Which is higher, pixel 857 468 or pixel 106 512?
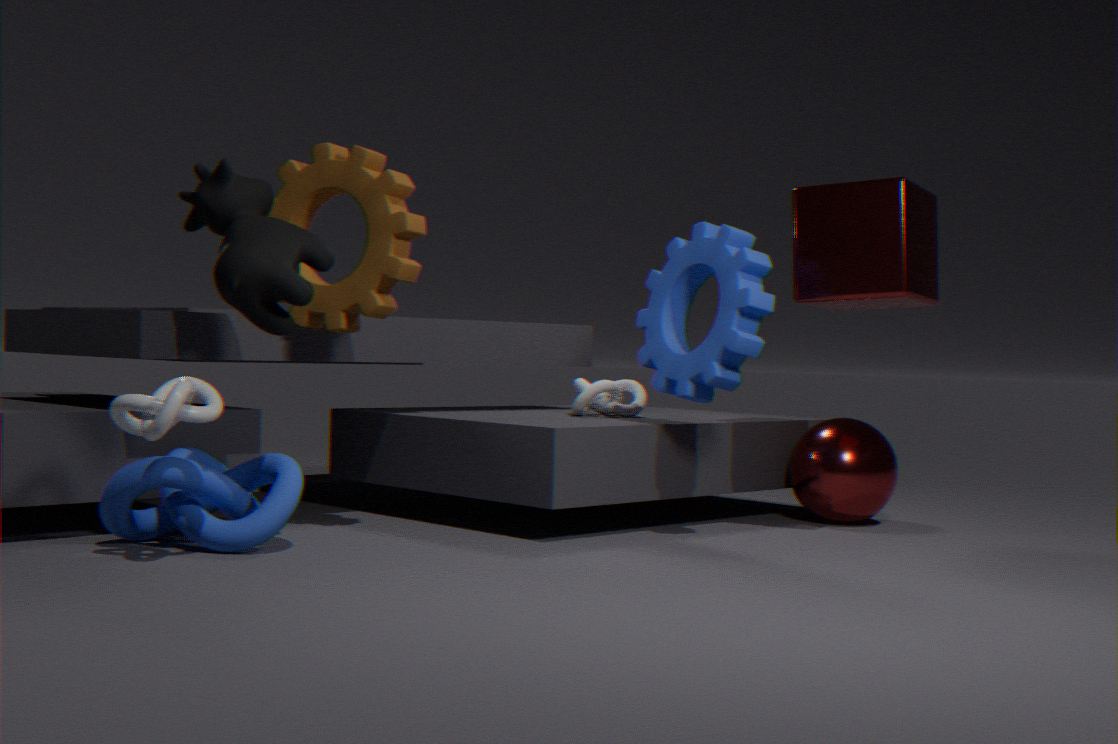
pixel 857 468
